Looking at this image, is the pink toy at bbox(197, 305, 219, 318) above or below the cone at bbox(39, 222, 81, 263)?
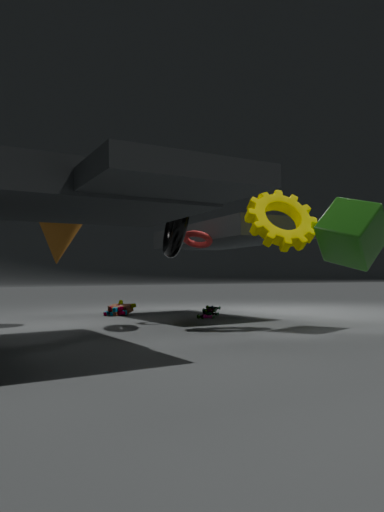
below
